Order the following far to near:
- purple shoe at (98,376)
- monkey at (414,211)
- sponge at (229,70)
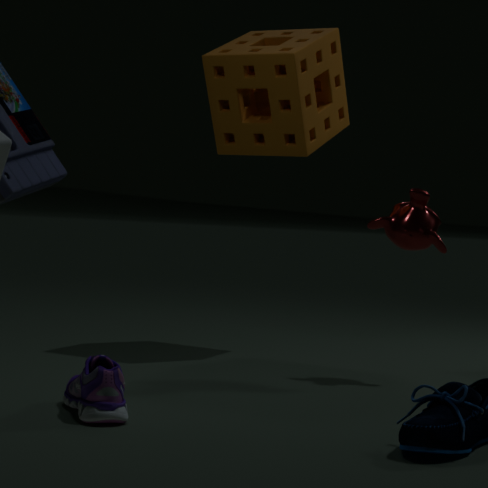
sponge at (229,70)
monkey at (414,211)
purple shoe at (98,376)
